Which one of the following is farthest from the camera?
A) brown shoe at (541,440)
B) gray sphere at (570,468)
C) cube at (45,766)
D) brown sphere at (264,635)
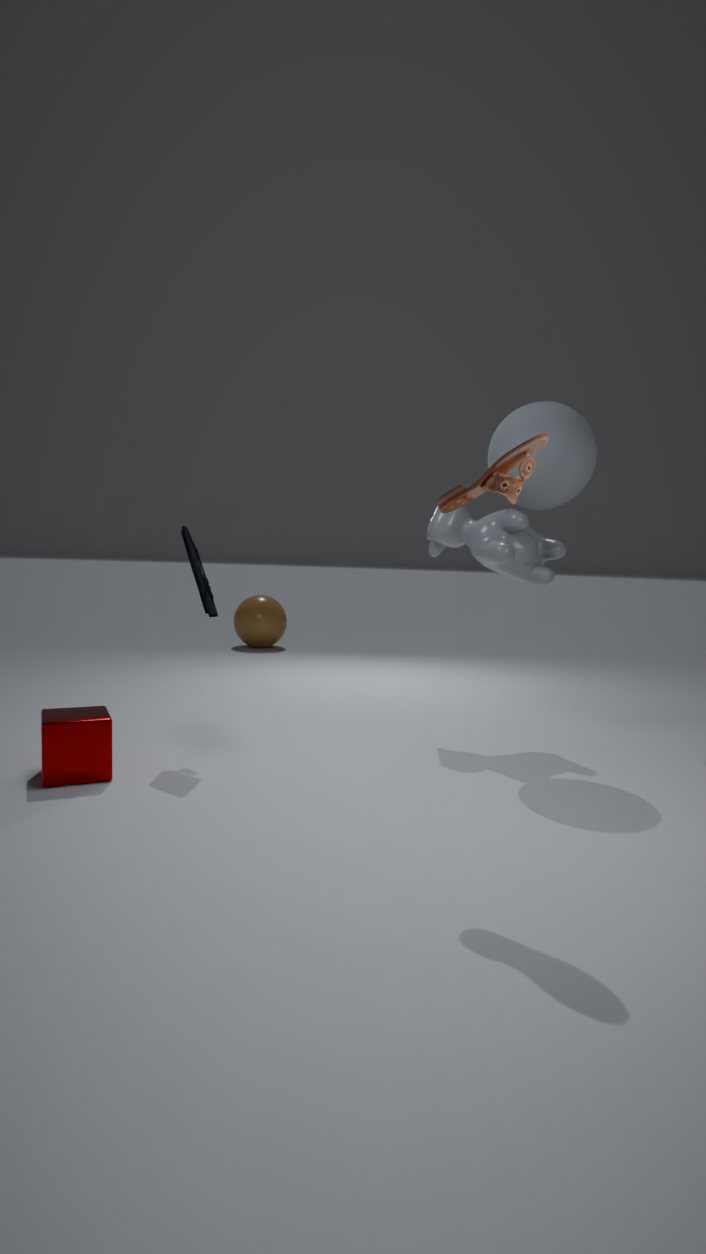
brown sphere at (264,635)
